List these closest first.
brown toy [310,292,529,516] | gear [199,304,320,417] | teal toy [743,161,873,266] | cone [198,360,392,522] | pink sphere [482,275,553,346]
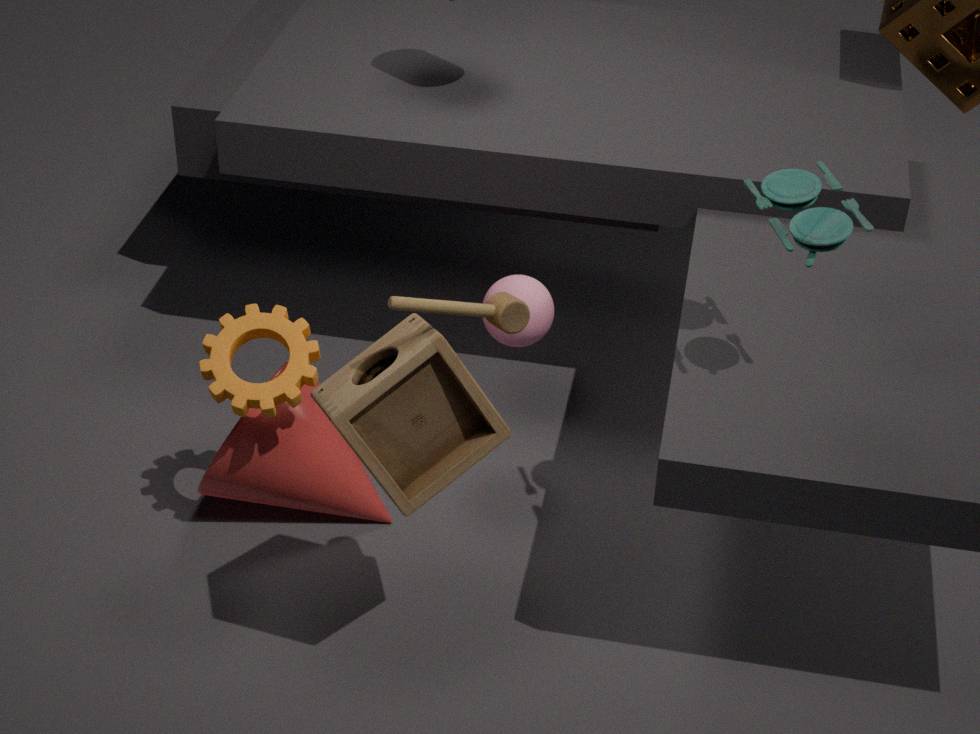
1. brown toy [310,292,529,516]
2. teal toy [743,161,873,266]
3. gear [199,304,320,417]
4. cone [198,360,392,522]
5. pink sphere [482,275,553,346]
